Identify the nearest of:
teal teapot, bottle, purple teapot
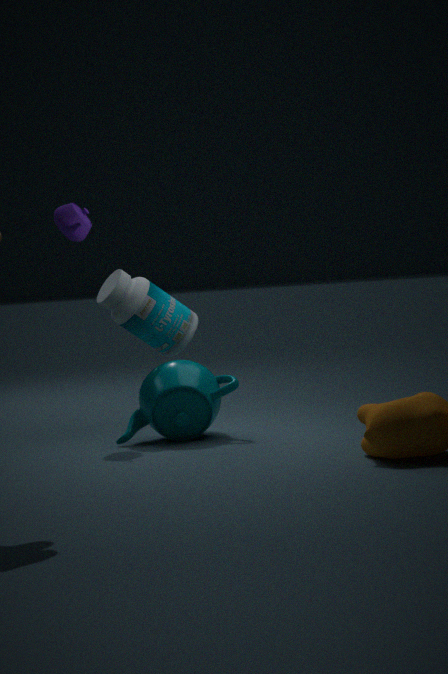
teal teapot
